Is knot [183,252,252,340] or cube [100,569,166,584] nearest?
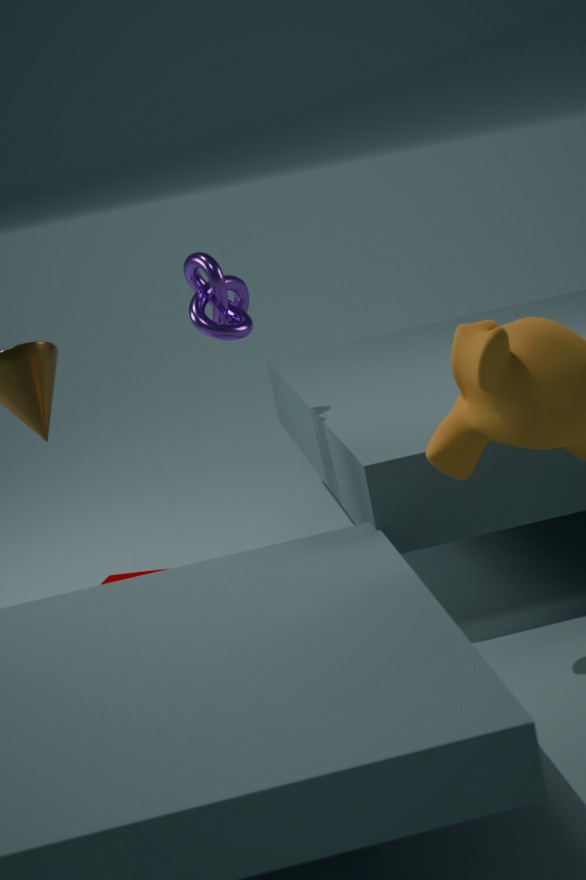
knot [183,252,252,340]
